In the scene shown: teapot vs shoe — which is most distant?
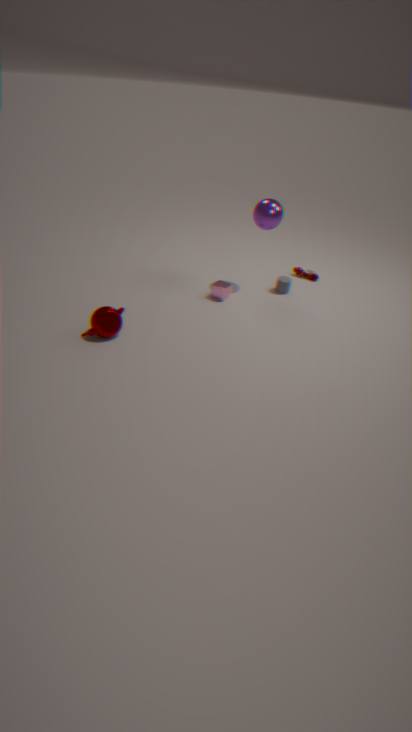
shoe
